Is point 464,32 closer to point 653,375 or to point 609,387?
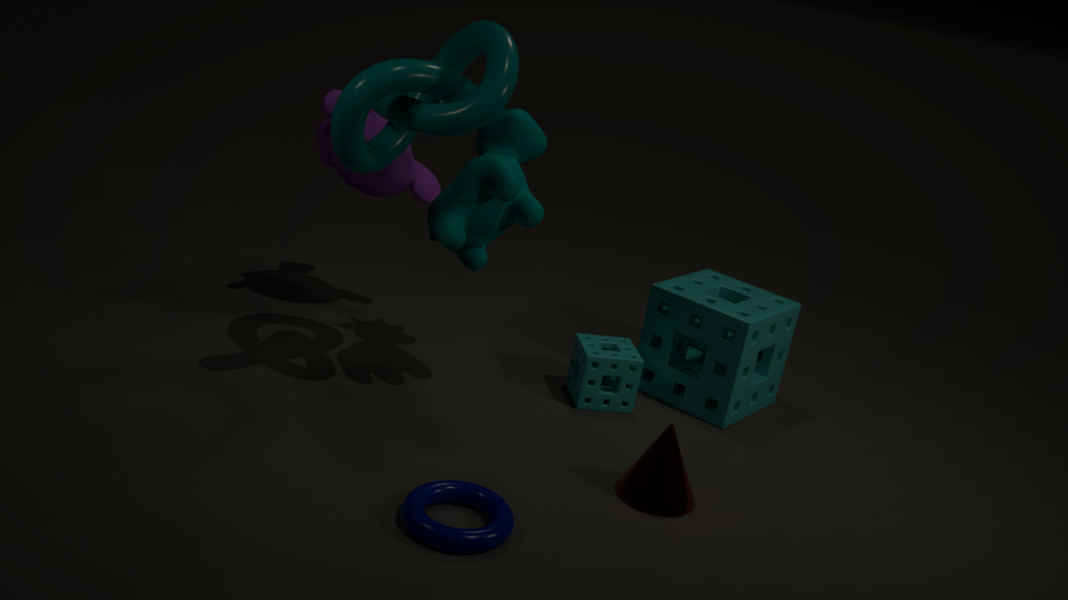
point 609,387
